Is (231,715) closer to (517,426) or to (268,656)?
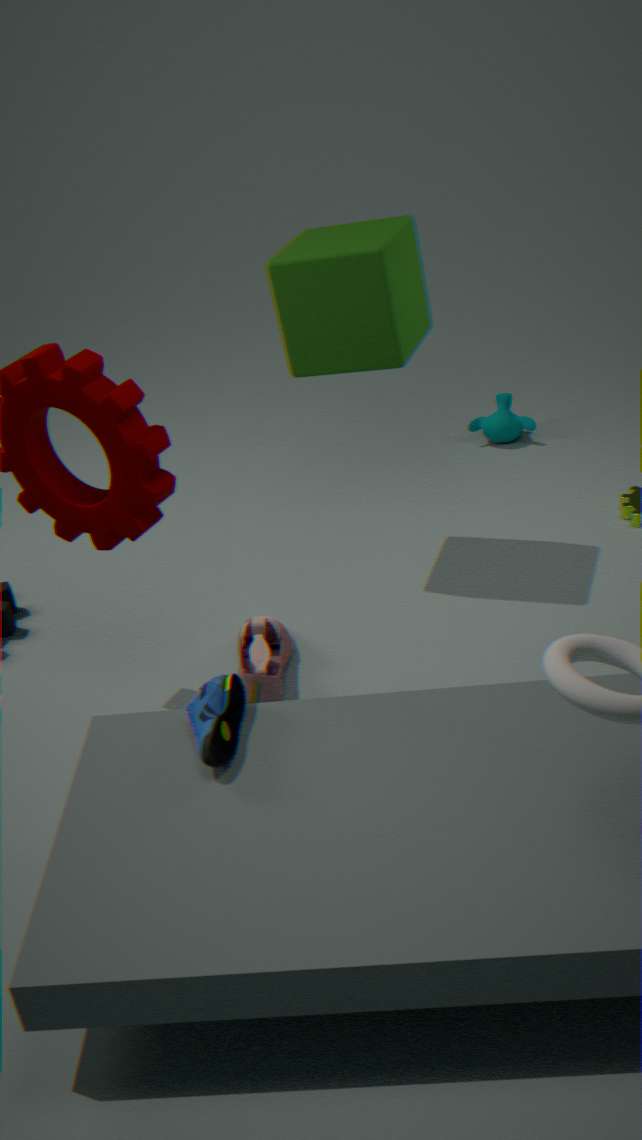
(268,656)
